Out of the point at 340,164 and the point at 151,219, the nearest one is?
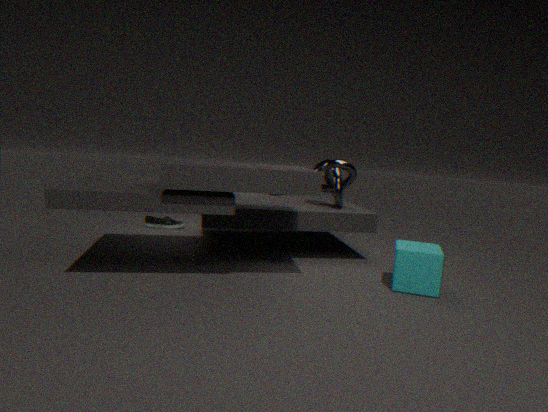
the point at 340,164
